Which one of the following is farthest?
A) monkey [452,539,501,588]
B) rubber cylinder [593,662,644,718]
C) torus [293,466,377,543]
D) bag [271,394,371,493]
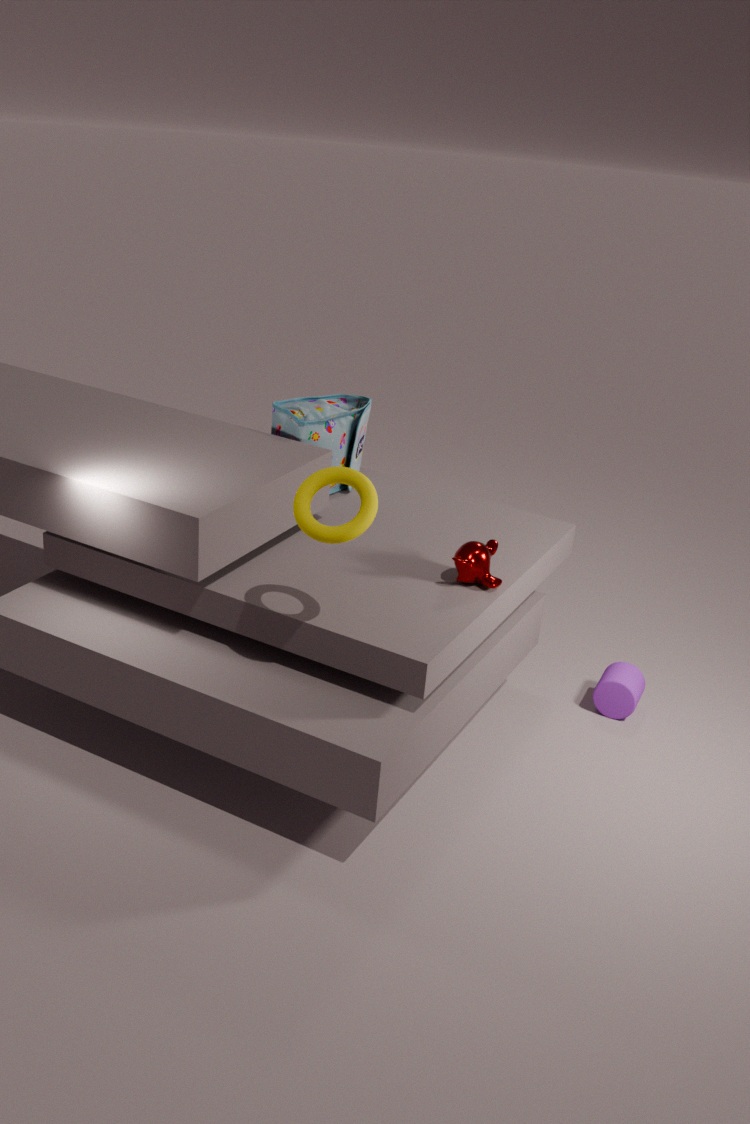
bag [271,394,371,493]
